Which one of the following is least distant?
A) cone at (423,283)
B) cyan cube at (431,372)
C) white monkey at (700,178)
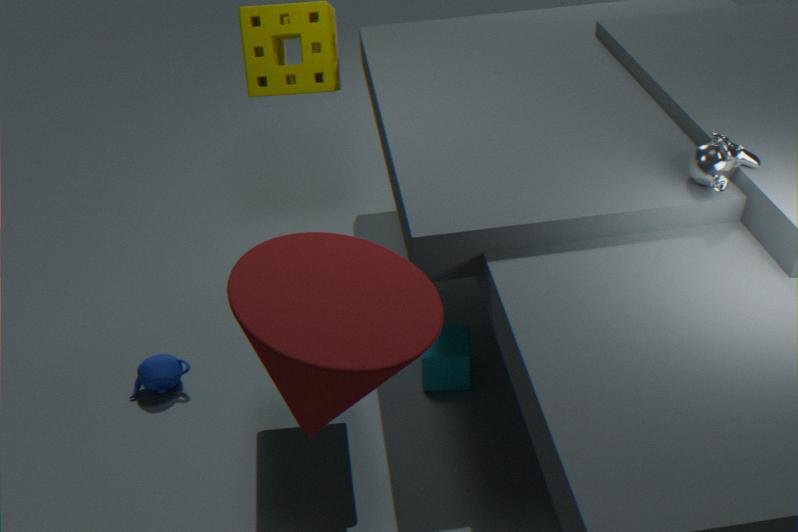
cone at (423,283)
